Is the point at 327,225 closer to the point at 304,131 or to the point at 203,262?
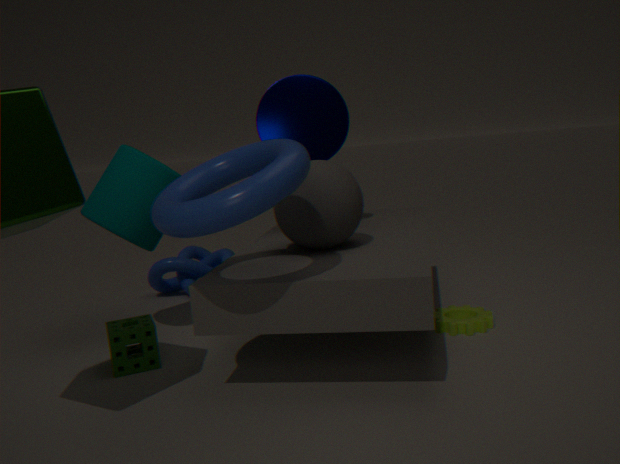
the point at 304,131
